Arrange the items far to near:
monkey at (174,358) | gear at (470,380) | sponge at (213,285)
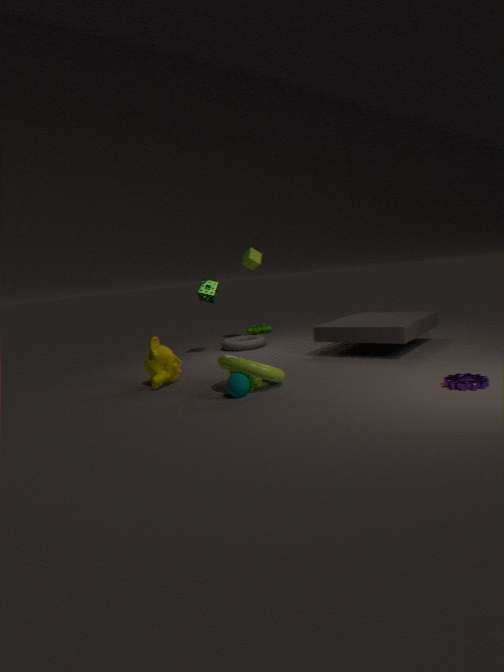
sponge at (213,285) < monkey at (174,358) < gear at (470,380)
